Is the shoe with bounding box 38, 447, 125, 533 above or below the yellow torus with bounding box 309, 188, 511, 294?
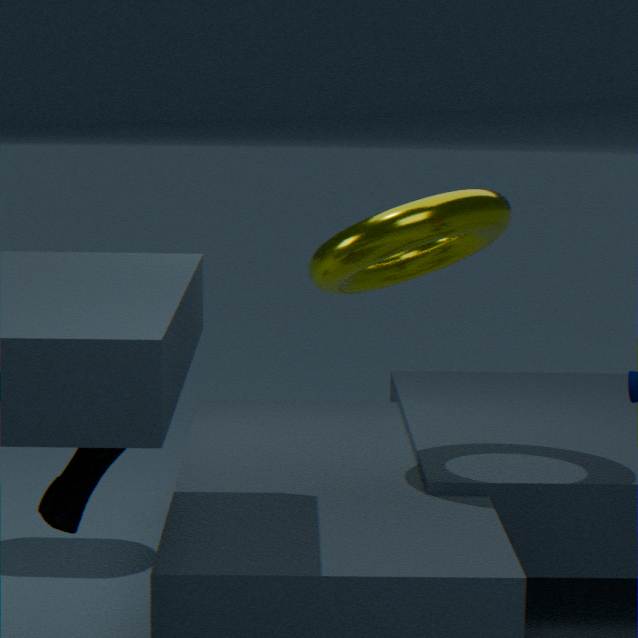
below
